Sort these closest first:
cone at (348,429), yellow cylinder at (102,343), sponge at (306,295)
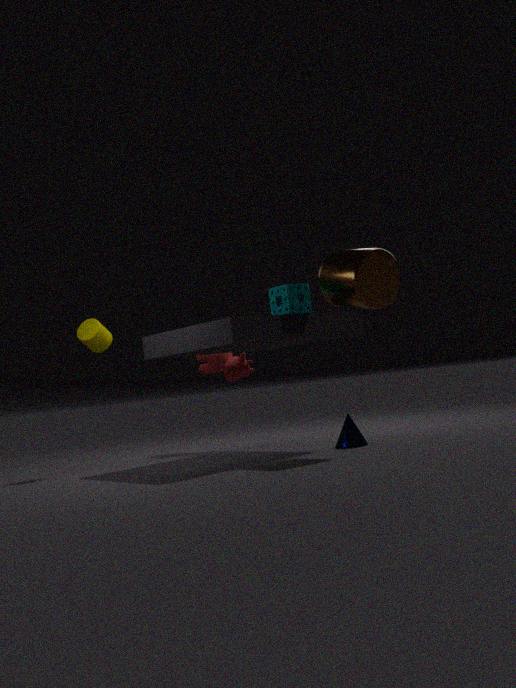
sponge at (306,295), cone at (348,429), yellow cylinder at (102,343)
